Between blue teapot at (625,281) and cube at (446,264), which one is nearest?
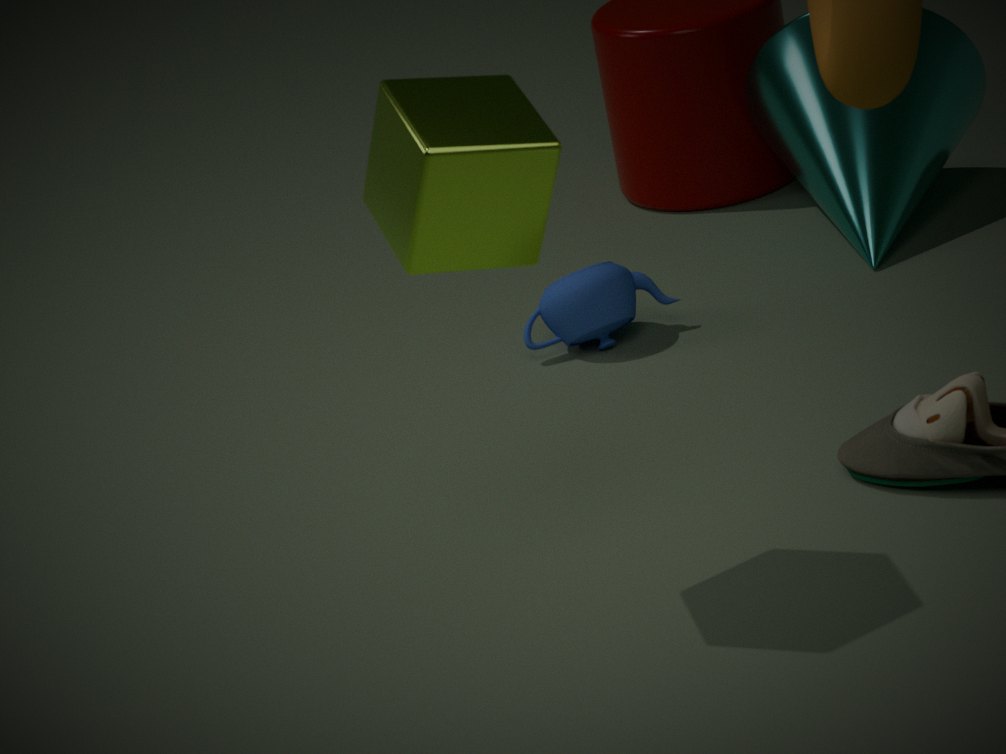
cube at (446,264)
